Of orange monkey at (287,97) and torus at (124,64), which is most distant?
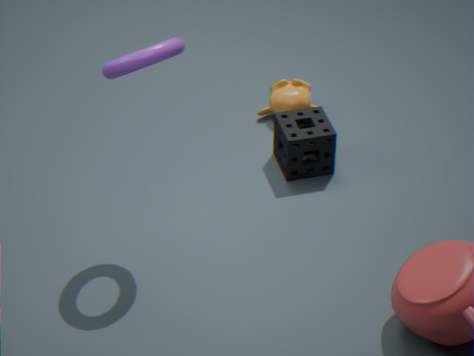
orange monkey at (287,97)
